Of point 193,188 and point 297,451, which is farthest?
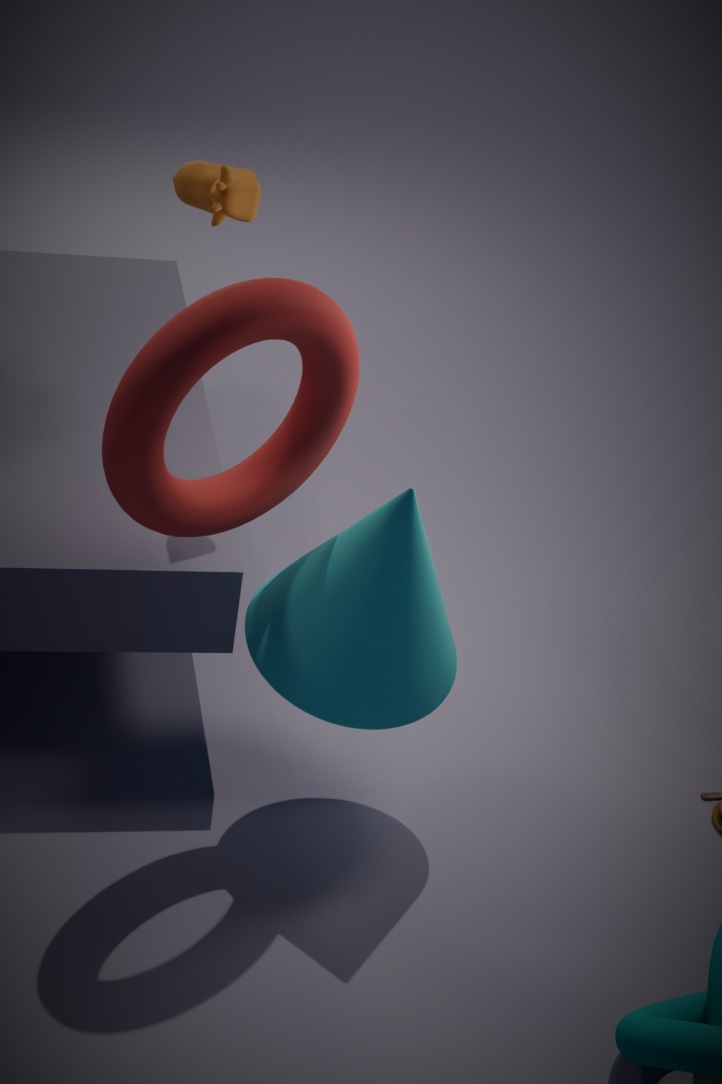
point 193,188
